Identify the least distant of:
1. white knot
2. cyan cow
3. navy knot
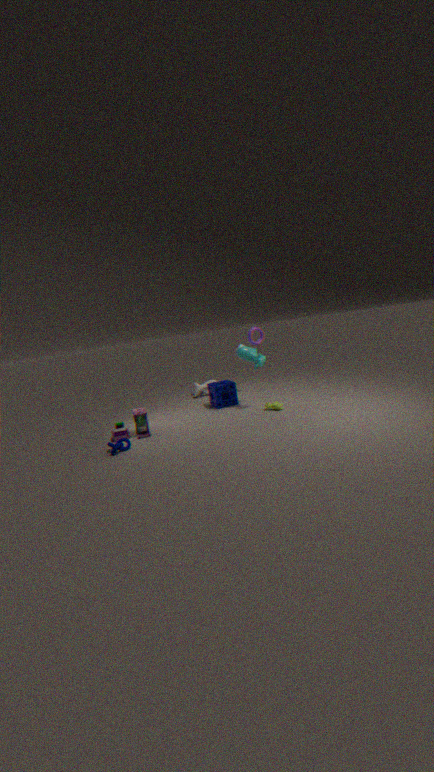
navy knot
